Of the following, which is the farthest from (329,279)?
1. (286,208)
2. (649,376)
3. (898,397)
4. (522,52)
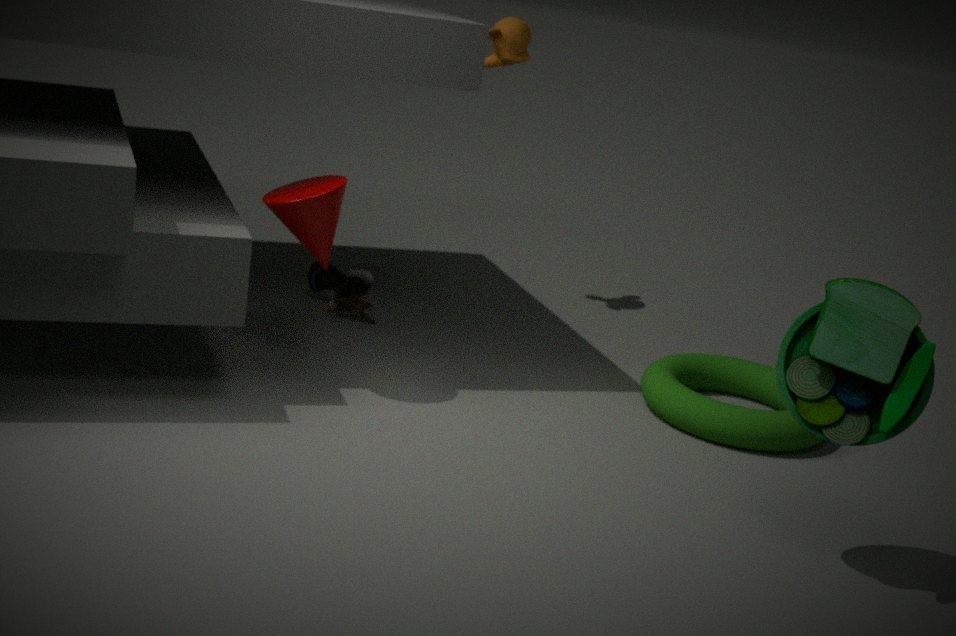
(898,397)
